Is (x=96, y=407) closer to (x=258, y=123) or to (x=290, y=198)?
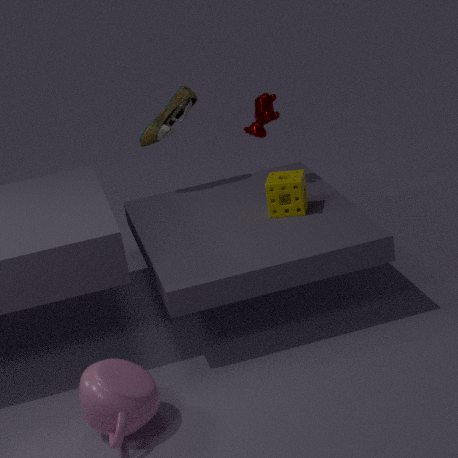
(x=290, y=198)
